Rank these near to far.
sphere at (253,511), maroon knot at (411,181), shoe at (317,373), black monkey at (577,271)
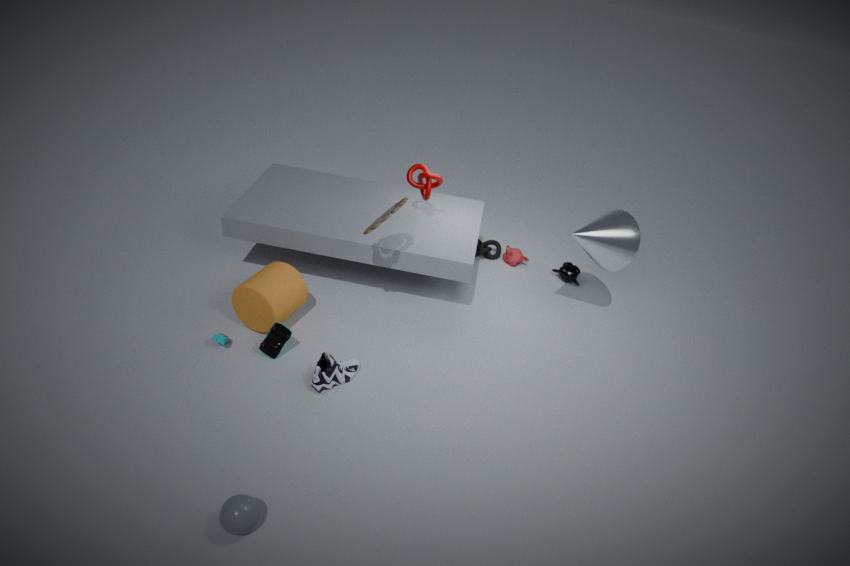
sphere at (253,511) → shoe at (317,373) → maroon knot at (411,181) → black monkey at (577,271)
